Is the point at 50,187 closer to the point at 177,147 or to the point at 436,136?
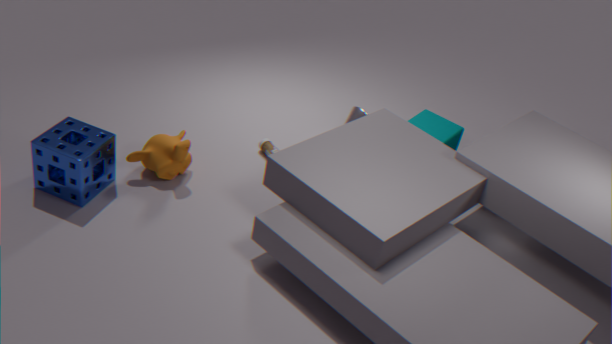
the point at 177,147
